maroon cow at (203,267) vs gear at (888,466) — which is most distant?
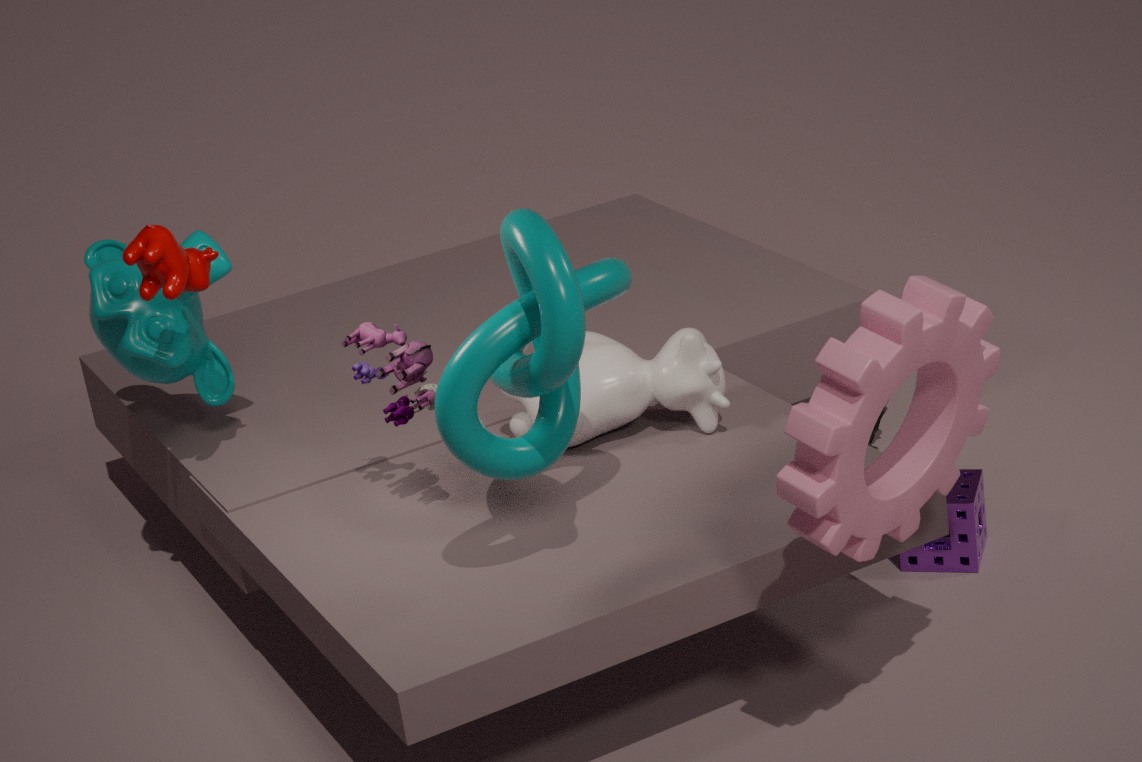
maroon cow at (203,267)
